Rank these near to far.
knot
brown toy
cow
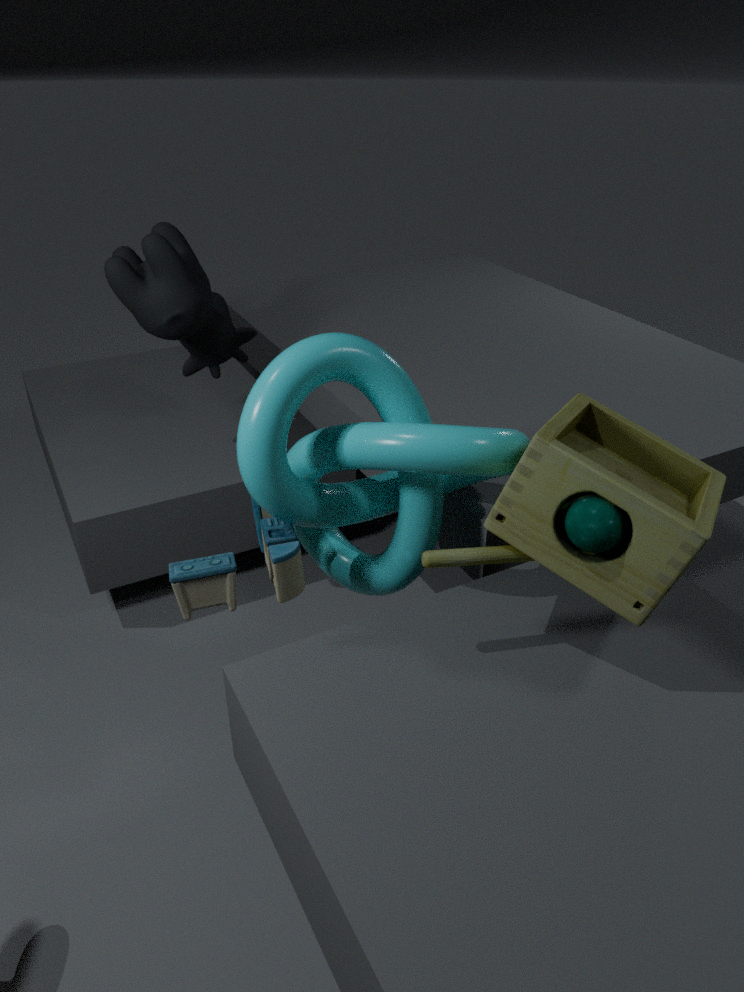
1. brown toy
2. knot
3. cow
